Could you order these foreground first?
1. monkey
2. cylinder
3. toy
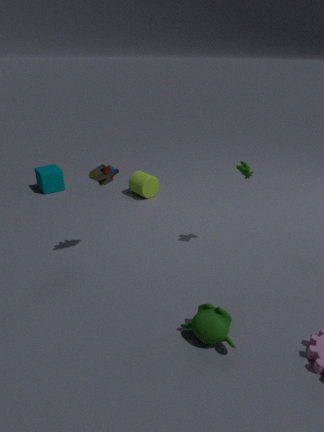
monkey < toy < cylinder
